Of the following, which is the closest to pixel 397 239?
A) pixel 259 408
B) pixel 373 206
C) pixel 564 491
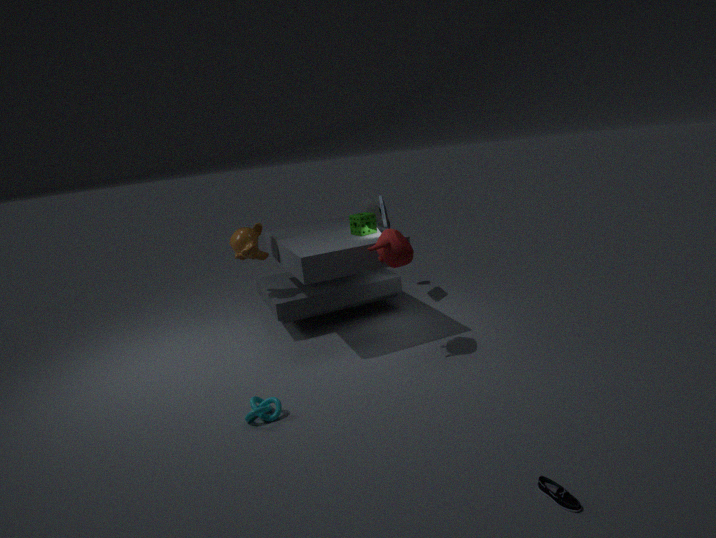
pixel 259 408
